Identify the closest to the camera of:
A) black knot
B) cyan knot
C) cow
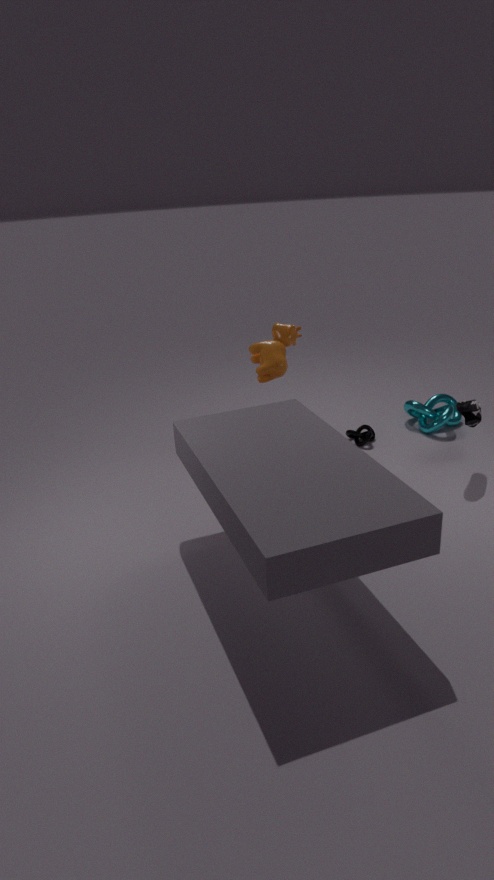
cow
